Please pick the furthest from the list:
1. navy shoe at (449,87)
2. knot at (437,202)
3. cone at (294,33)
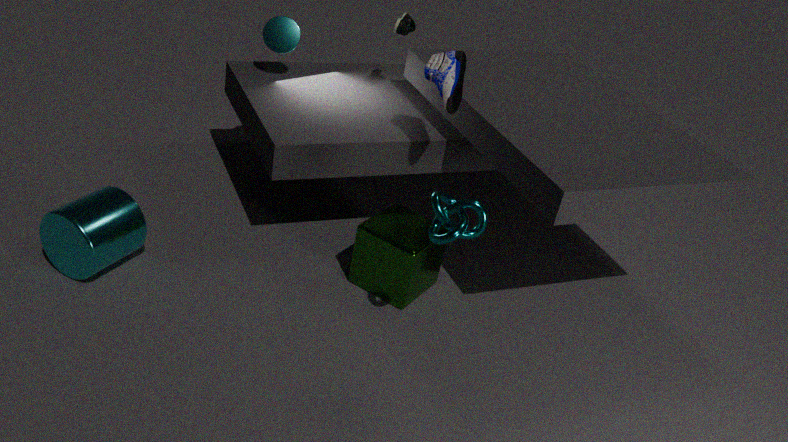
cone at (294,33)
